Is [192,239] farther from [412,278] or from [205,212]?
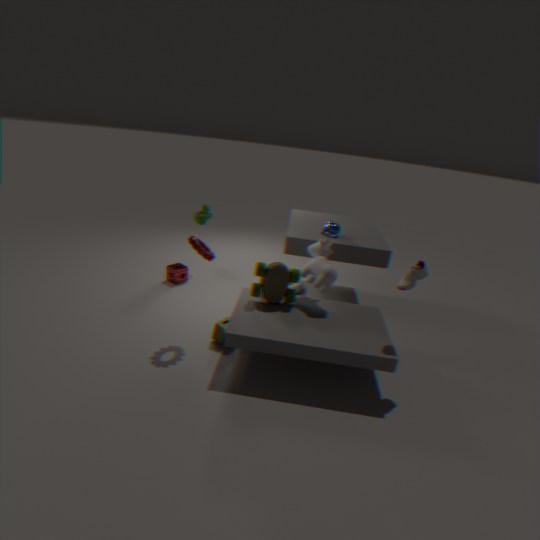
[412,278]
